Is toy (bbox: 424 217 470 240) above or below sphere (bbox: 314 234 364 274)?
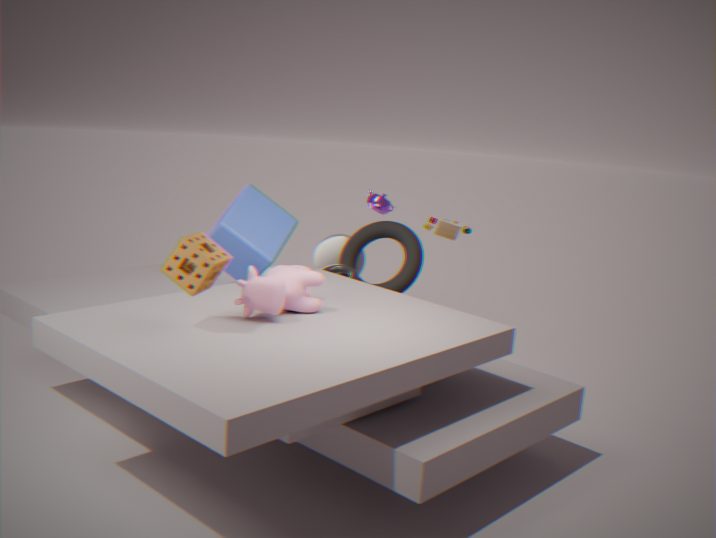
above
